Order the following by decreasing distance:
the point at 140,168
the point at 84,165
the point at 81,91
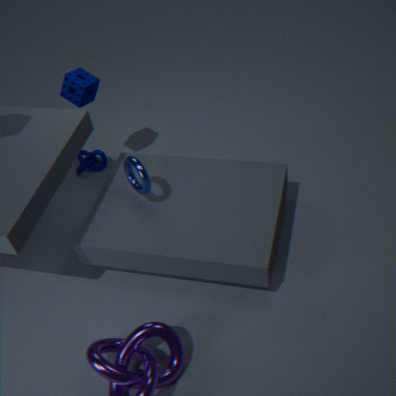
the point at 84,165 < the point at 81,91 < the point at 140,168
